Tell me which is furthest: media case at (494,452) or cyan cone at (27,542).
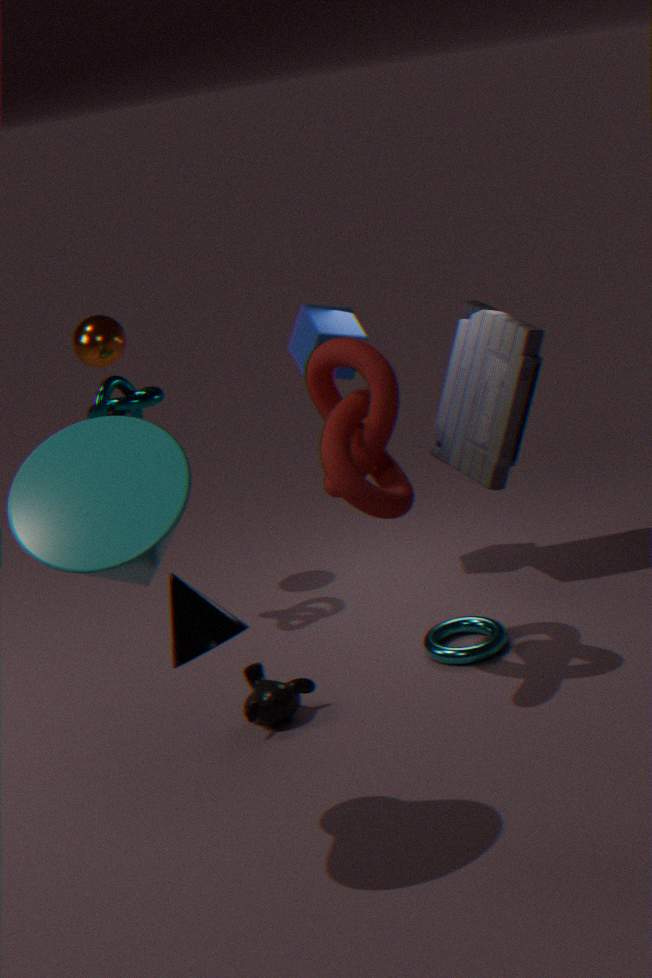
media case at (494,452)
